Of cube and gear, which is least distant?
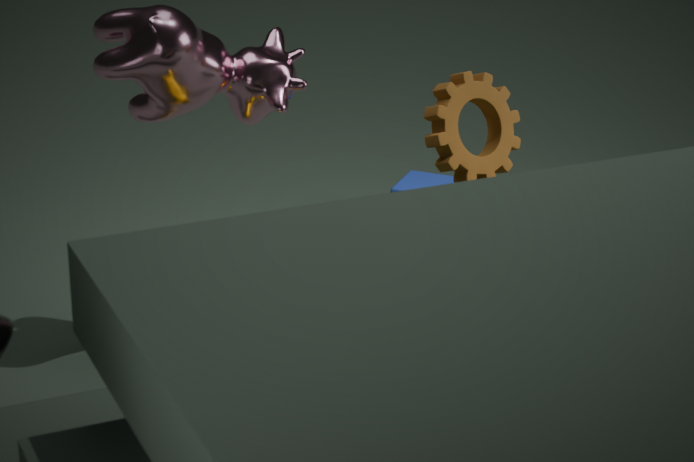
gear
